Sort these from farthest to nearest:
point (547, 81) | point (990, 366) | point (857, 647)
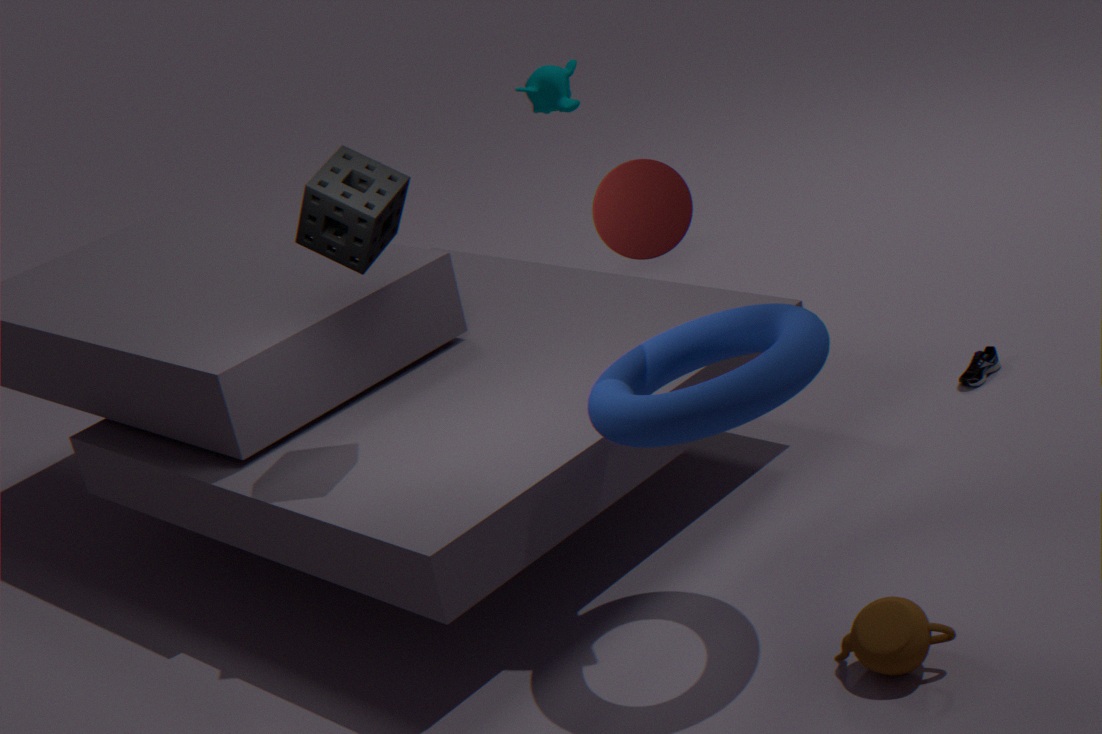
point (547, 81)
point (990, 366)
point (857, 647)
